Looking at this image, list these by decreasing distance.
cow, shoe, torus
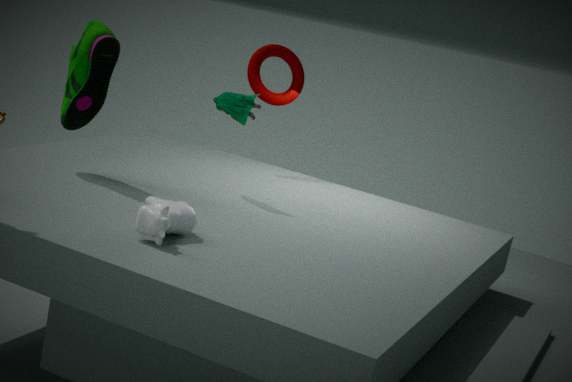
1. torus
2. shoe
3. cow
